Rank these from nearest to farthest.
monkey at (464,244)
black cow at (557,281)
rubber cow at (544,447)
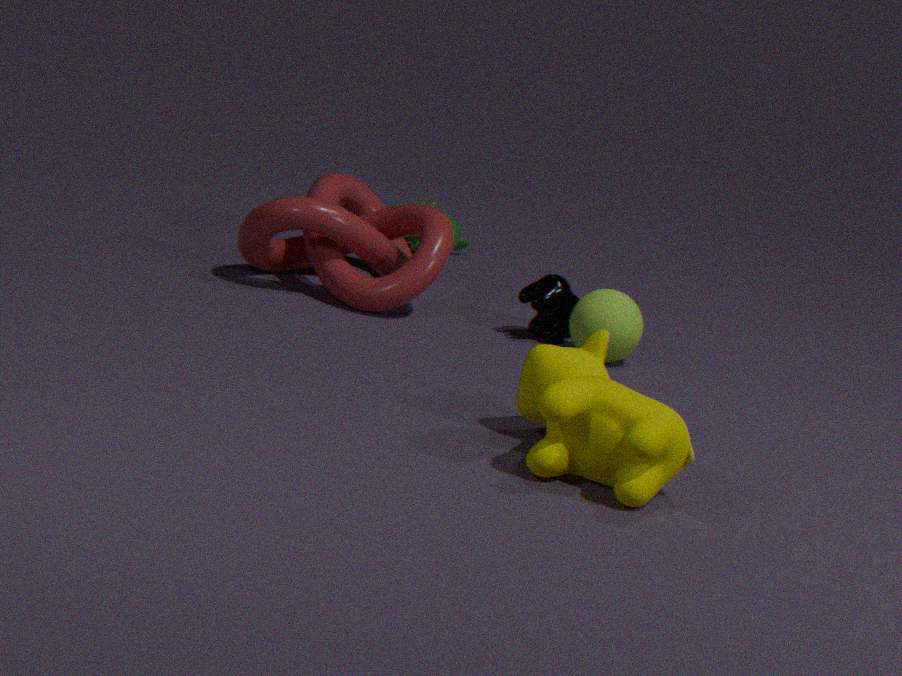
rubber cow at (544,447) → black cow at (557,281) → monkey at (464,244)
